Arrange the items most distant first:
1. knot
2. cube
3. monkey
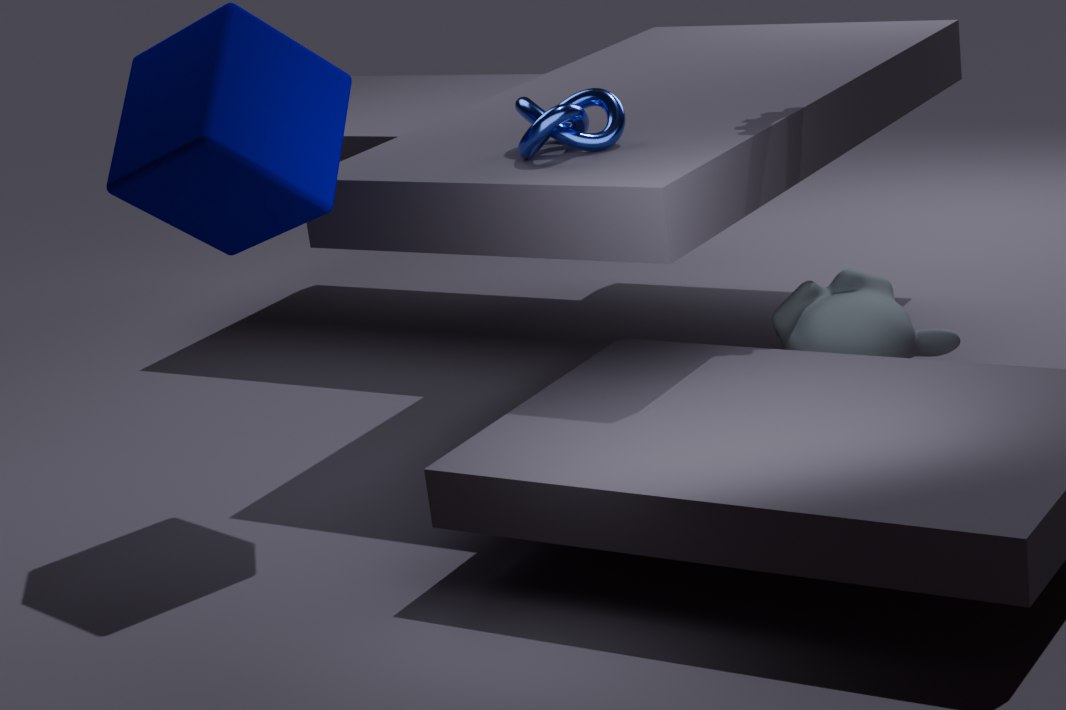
monkey
knot
cube
